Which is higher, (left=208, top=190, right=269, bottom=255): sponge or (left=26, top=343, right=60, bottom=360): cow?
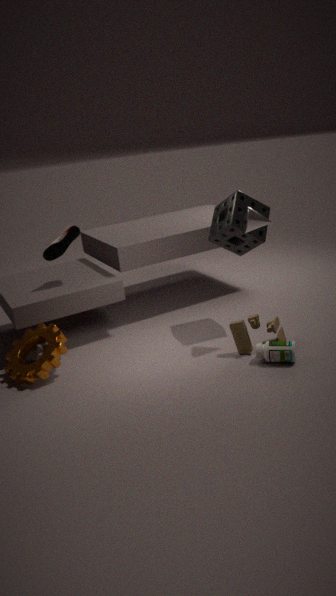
(left=208, top=190, right=269, bottom=255): sponge
